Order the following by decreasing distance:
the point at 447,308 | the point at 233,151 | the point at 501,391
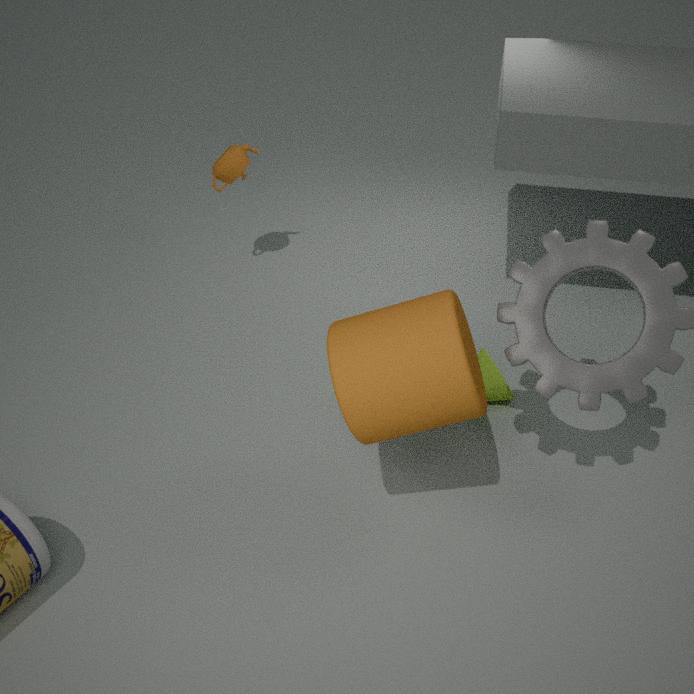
the point at 233,151
the point at 501,391
the point at 447,308
